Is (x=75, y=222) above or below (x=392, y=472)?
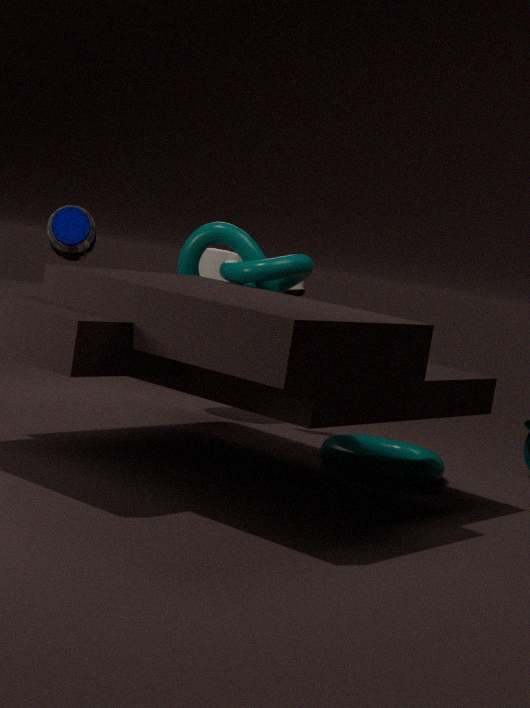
above
